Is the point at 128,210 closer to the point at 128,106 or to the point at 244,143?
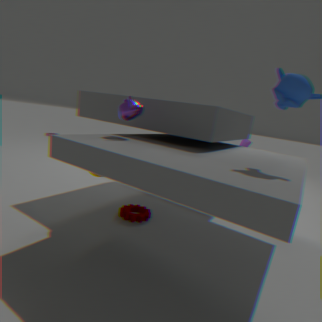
the point at 128,106
